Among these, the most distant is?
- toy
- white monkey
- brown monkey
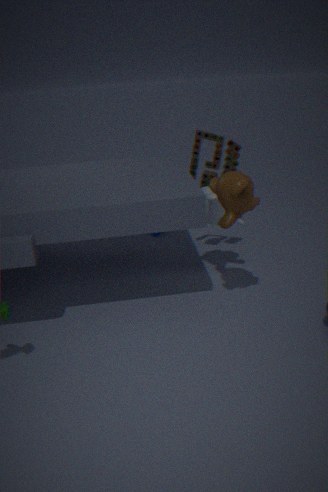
toy
